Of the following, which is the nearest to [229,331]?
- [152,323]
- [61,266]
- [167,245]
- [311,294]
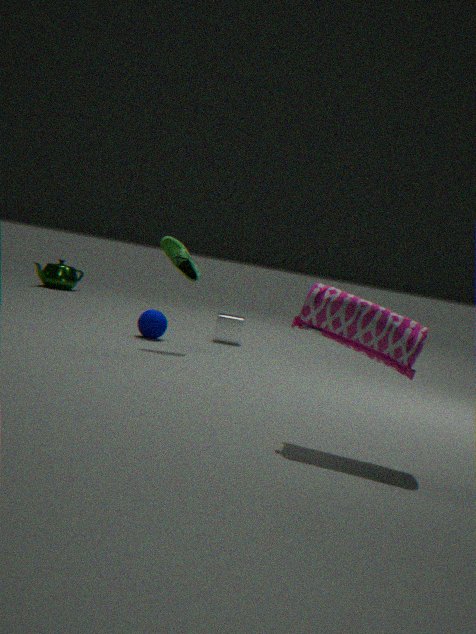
[152,323]
